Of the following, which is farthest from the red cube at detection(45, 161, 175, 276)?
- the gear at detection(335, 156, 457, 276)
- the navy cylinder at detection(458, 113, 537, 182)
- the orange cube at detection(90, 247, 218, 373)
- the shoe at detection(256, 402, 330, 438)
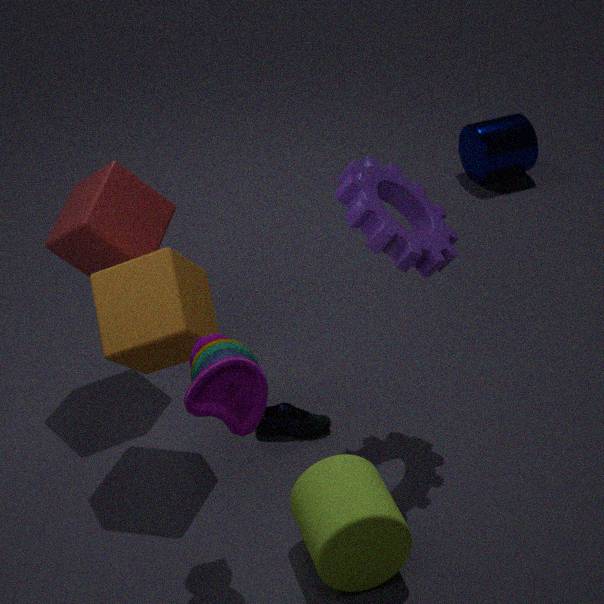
the navy cylinder at detection(458, 113, 537, 182)
